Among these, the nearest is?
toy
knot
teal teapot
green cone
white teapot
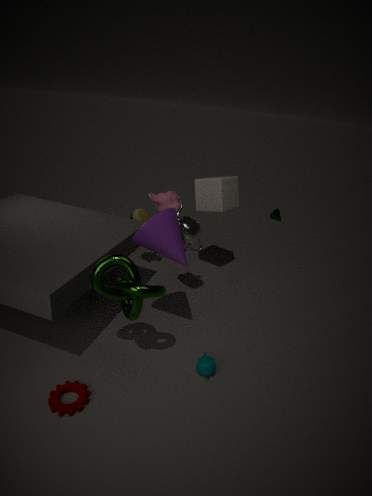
knot
